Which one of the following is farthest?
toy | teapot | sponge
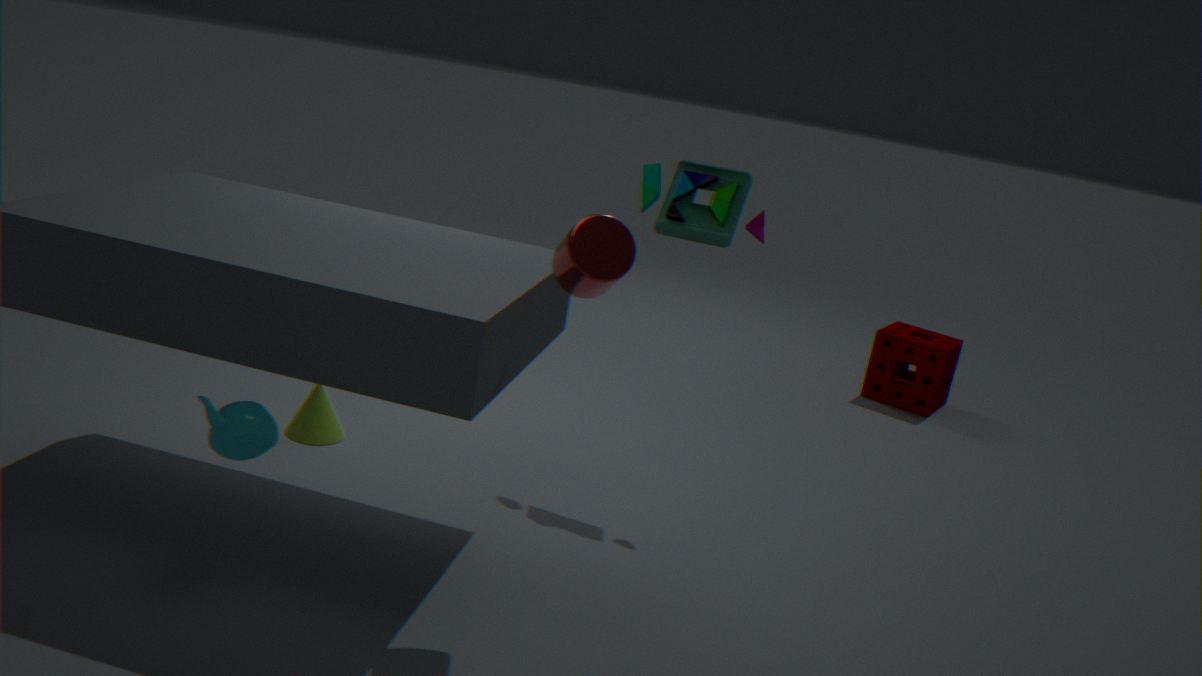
sponge
